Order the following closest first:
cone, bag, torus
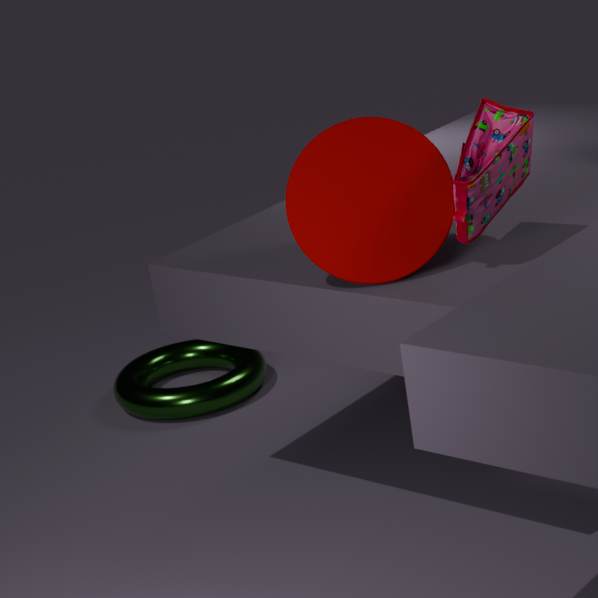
bag < cone < torus
